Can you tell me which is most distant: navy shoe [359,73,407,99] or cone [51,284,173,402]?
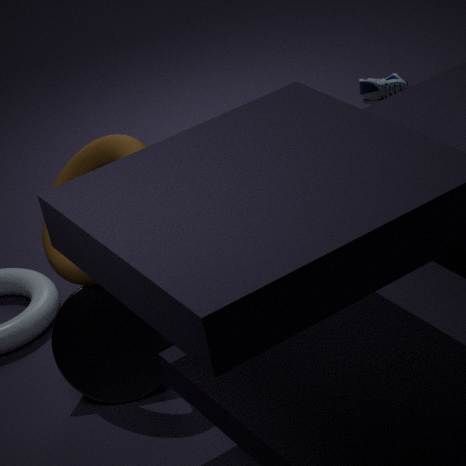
navy shoe [359,73,407,99]
